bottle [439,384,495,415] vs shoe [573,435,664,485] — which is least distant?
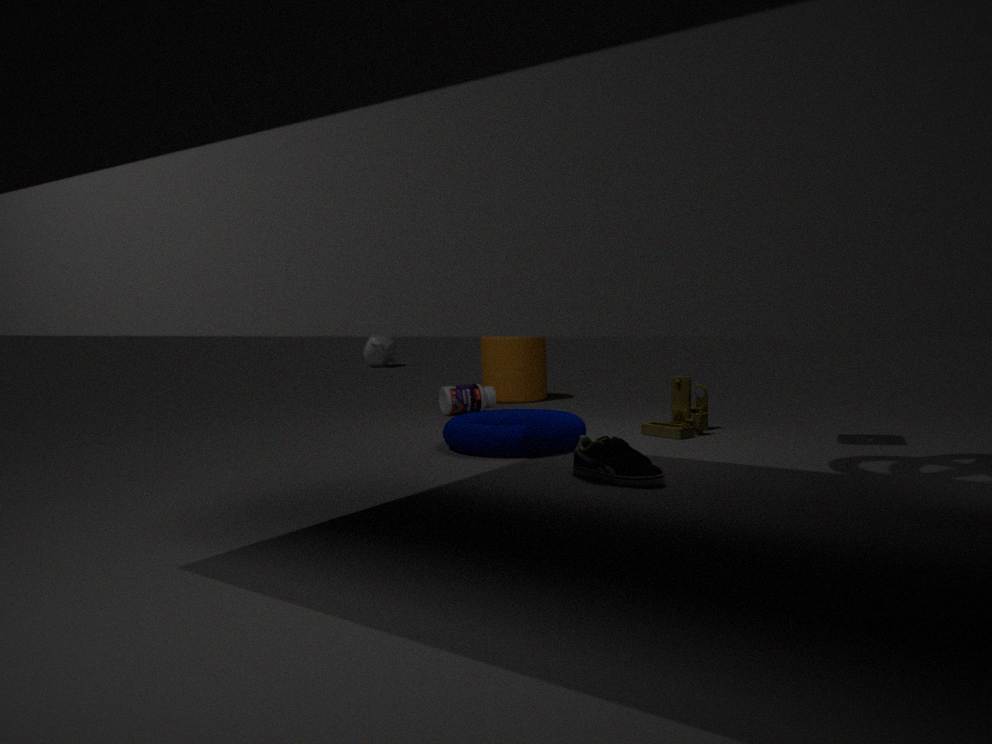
shoe [573,435,664,485]
